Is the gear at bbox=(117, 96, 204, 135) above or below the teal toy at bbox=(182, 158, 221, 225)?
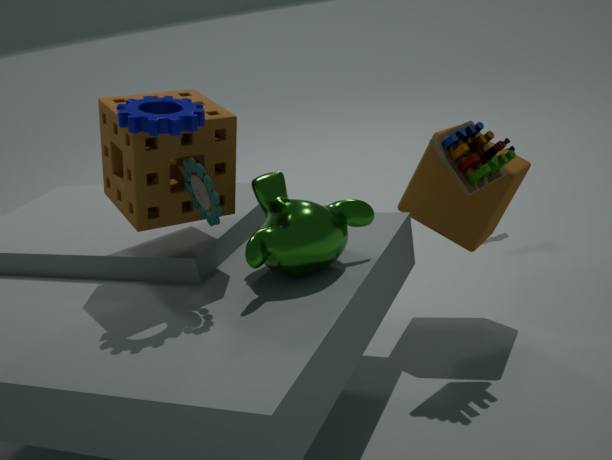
above
